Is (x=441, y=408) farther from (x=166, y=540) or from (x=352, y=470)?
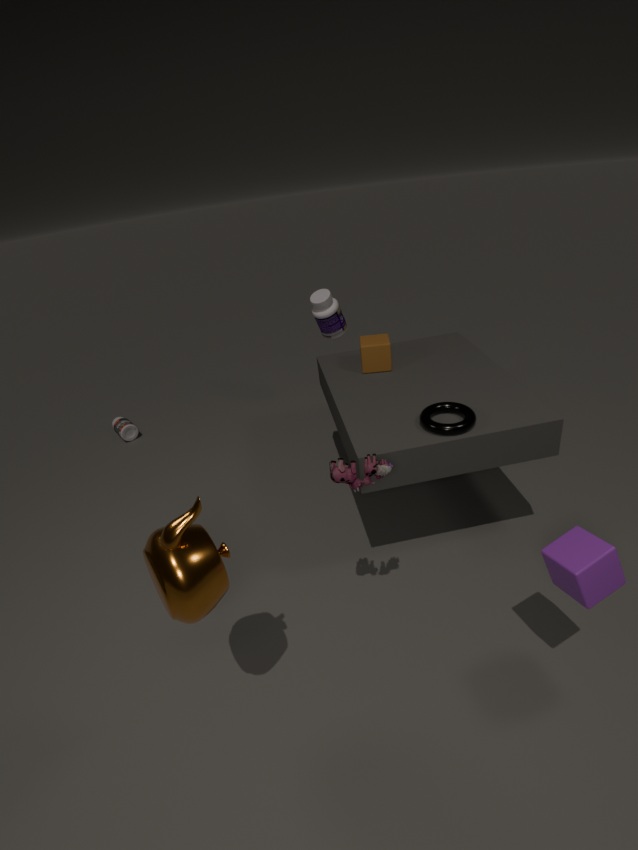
(x=166, y=540)
